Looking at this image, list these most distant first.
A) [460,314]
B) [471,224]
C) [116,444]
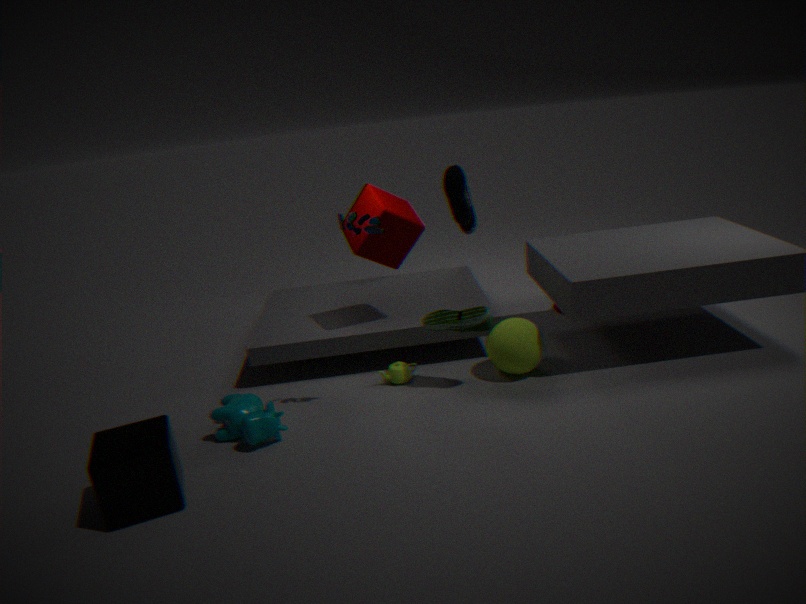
[471,224] < [460,314] < [116,444]
